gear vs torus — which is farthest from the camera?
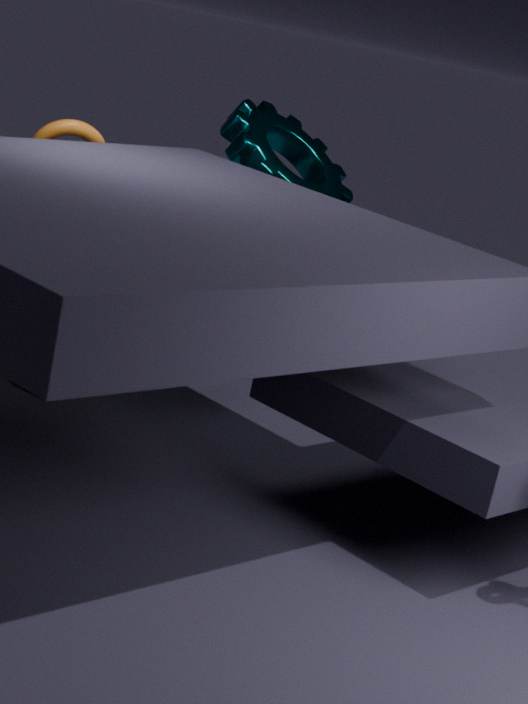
gear
